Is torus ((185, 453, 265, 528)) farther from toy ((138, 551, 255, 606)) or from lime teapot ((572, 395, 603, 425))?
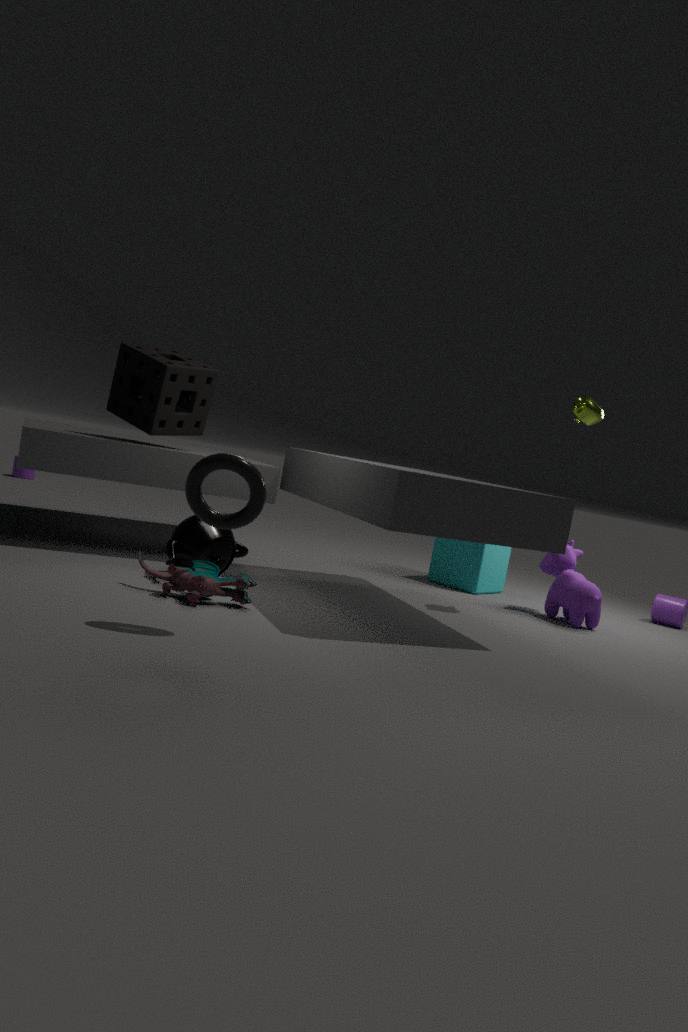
lime teapot ((572, 395, 603, 425))
